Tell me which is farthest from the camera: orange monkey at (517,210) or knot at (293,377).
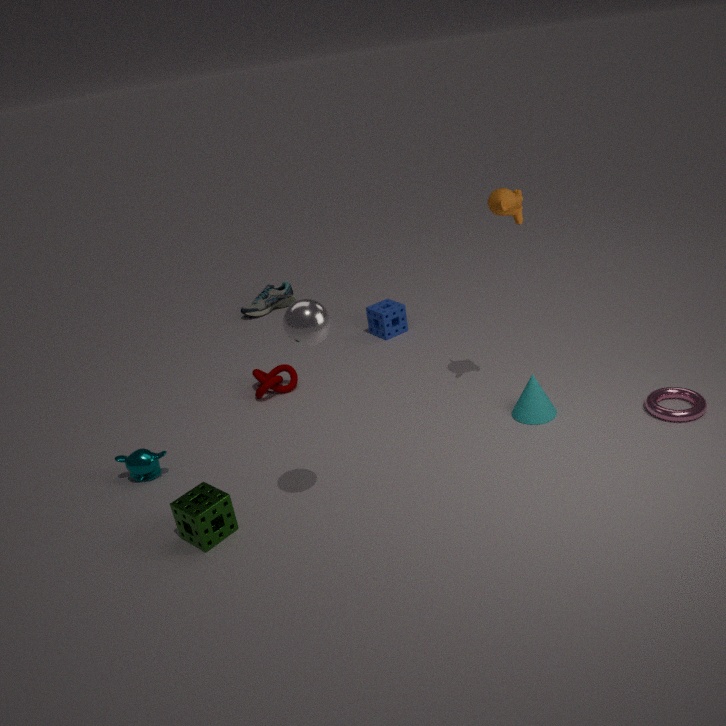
knot at (293,377)
